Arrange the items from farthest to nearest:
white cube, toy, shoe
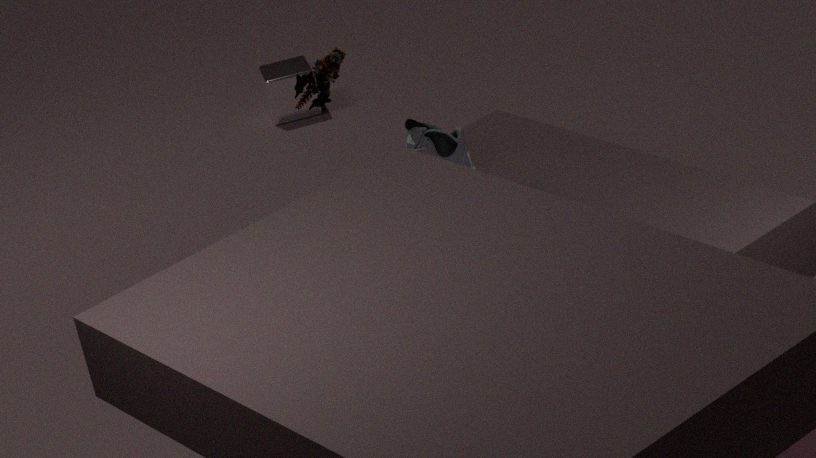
white cube
shoe
toy
